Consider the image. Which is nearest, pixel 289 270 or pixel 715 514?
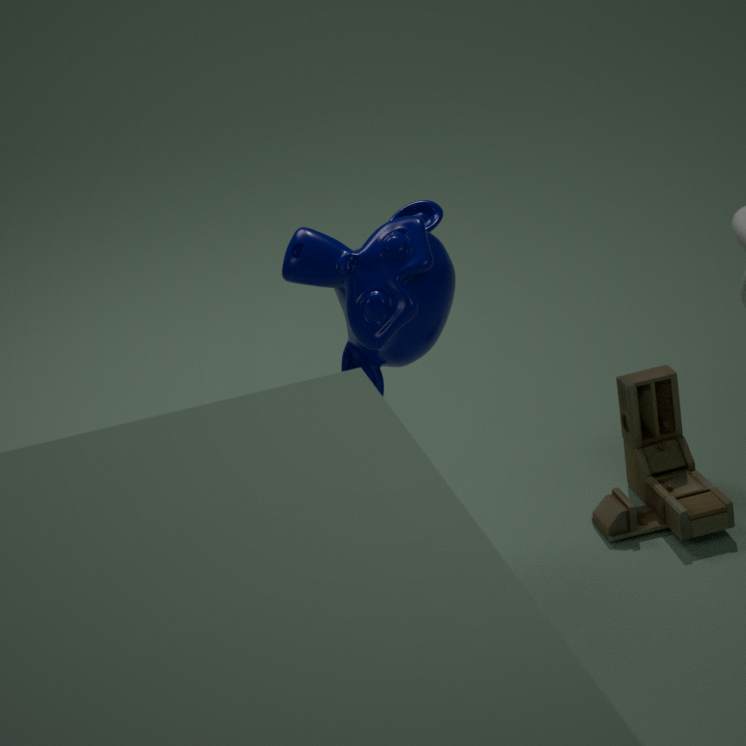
pixel 289 270
